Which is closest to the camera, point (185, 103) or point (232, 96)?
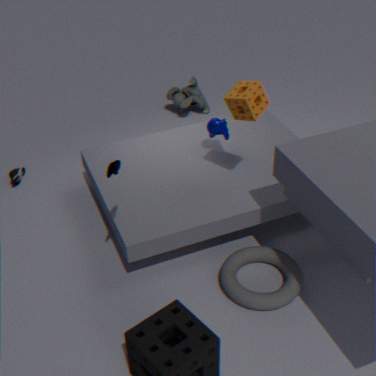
point (232, 96)
